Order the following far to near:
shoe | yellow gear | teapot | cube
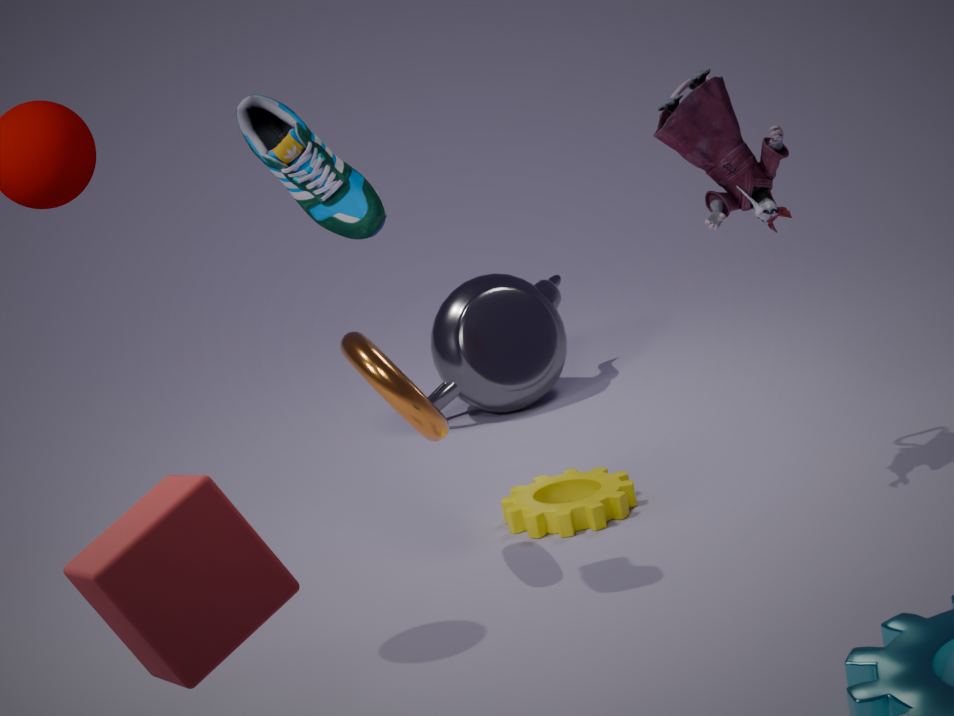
teapot < yellow gear < shoe < cube
